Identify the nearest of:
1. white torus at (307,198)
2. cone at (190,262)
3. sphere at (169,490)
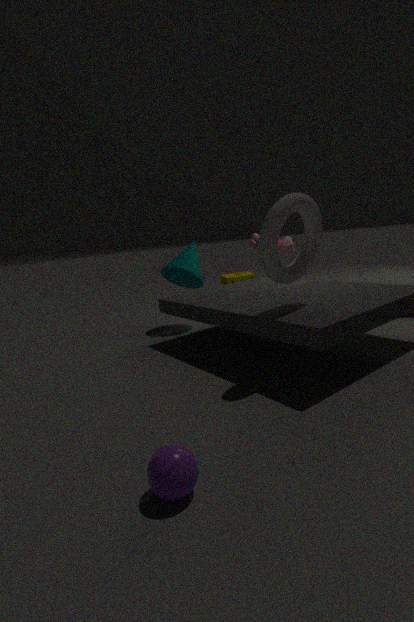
sphere at (169,490)
